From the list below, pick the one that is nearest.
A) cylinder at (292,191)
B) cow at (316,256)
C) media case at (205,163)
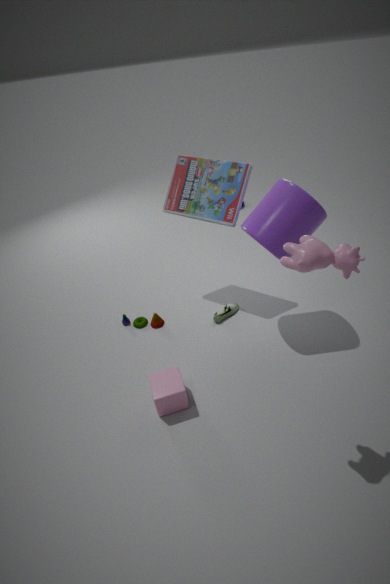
cow at (316,256)
